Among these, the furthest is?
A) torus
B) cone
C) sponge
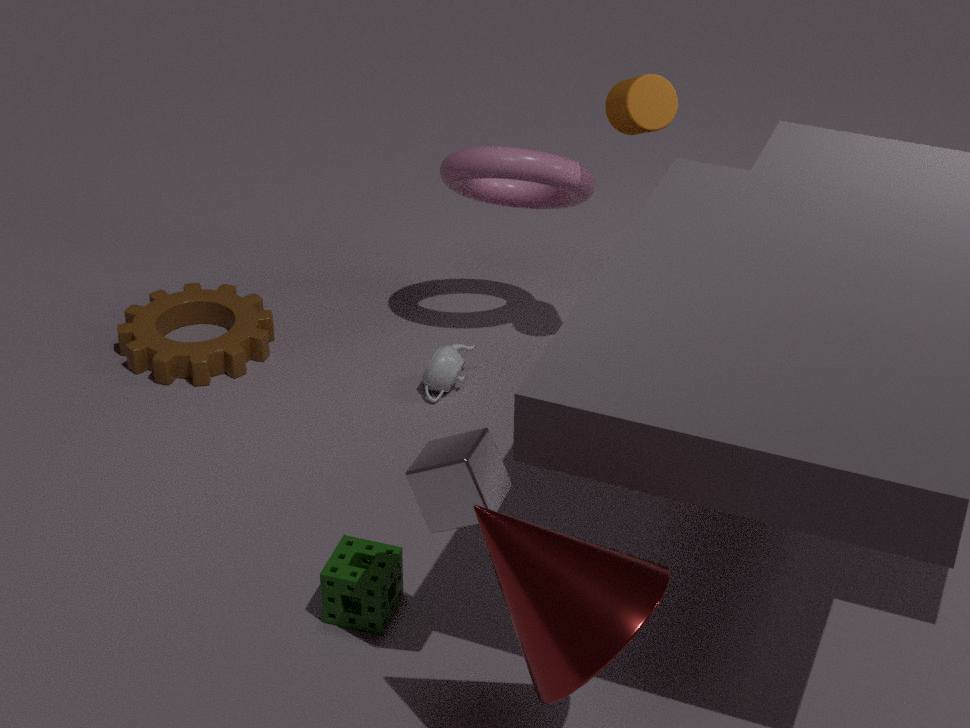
torus
